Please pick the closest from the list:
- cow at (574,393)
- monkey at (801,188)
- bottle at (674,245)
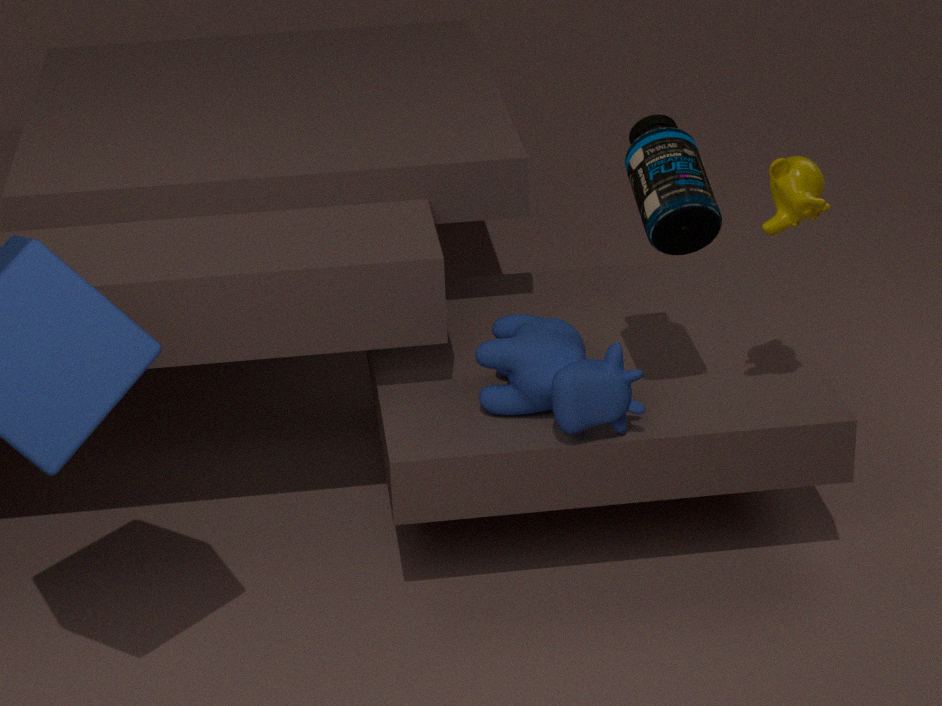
monkey at (801,188)
